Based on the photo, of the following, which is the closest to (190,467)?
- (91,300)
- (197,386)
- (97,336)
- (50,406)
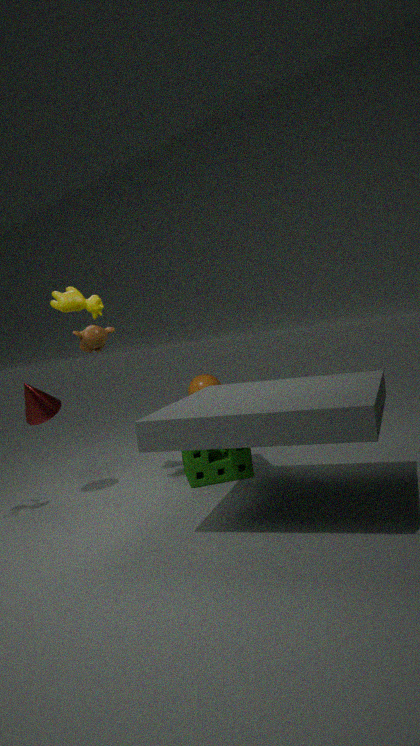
(97,336)
